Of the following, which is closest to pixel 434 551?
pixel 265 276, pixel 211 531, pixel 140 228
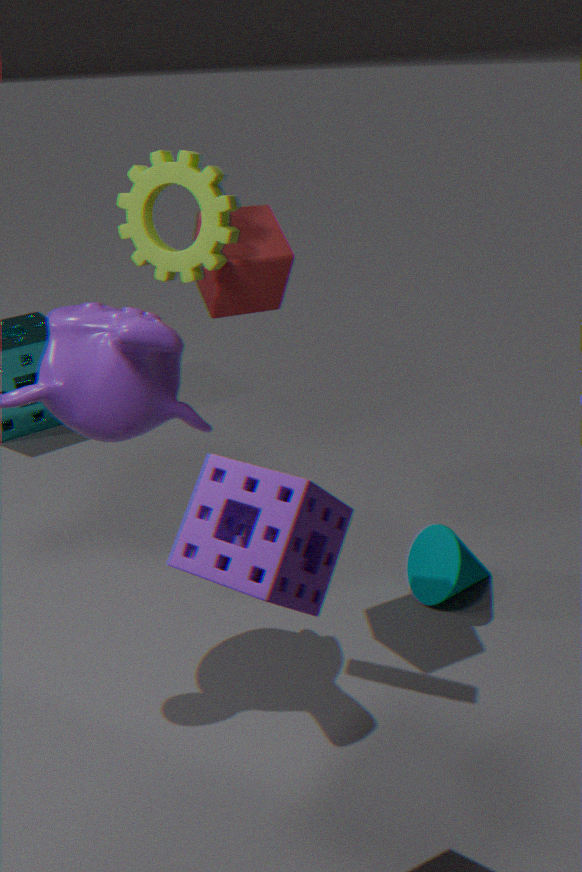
pixel 265 276
